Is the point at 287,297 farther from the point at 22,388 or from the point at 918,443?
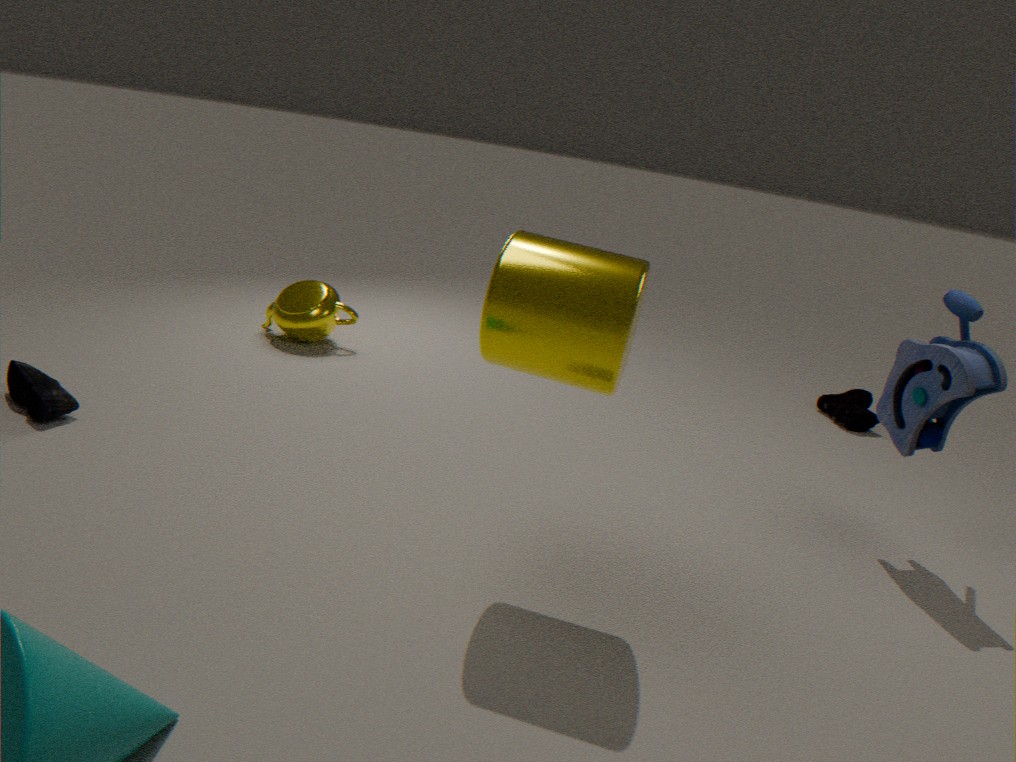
the point at 918,443
